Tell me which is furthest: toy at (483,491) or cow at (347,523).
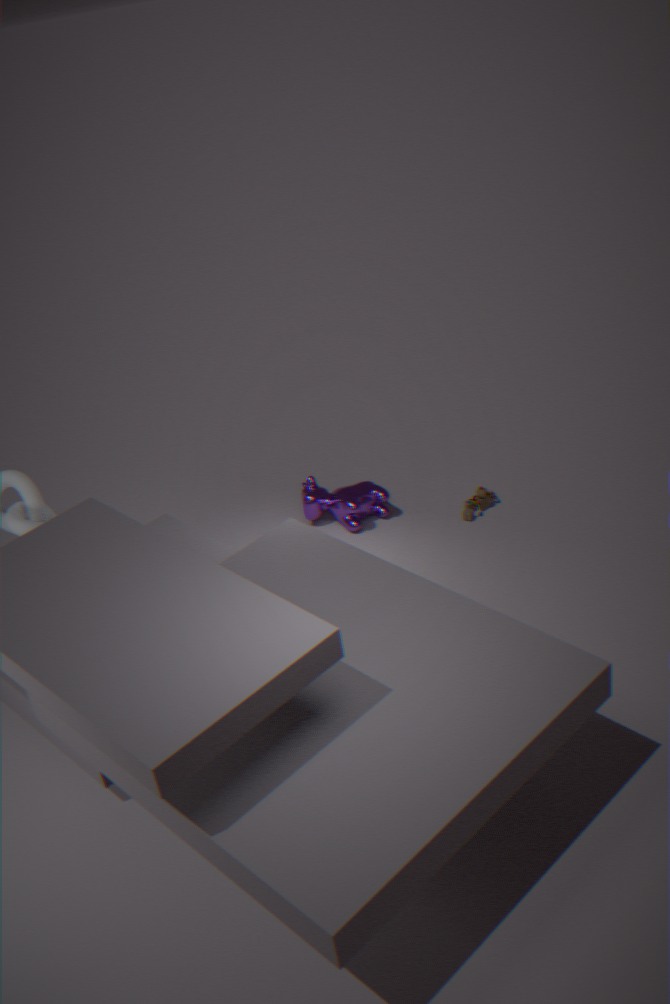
cow at (347,523)
